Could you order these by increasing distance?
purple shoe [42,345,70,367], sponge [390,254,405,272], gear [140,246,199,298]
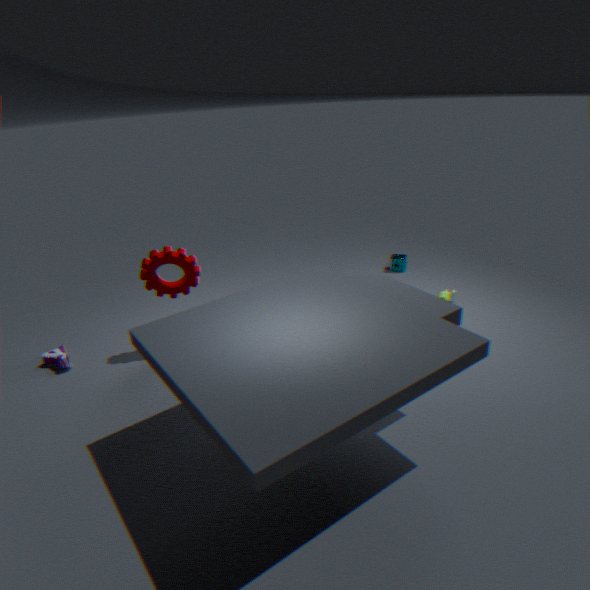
gear [140,246,199,298], purple shoe [42,345,70,367], sponge [390,254,405,272]
